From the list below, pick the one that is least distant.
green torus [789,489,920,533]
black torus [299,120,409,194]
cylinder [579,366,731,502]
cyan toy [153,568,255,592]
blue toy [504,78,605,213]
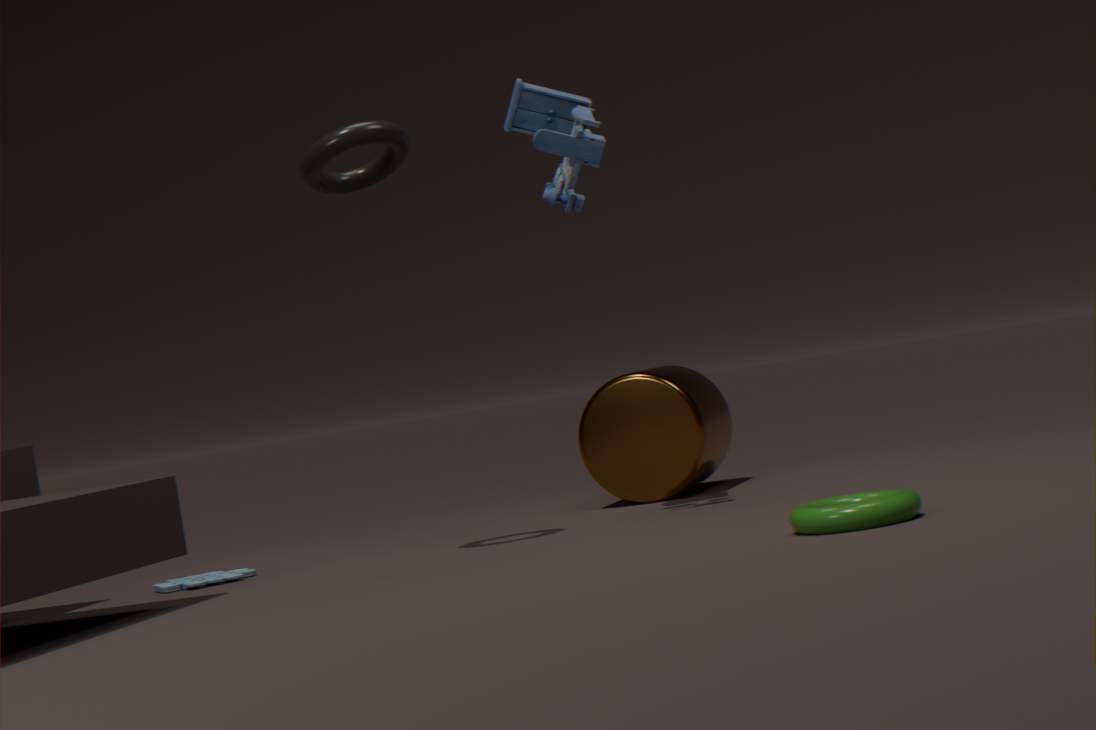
green torus [789,489,920,533]
